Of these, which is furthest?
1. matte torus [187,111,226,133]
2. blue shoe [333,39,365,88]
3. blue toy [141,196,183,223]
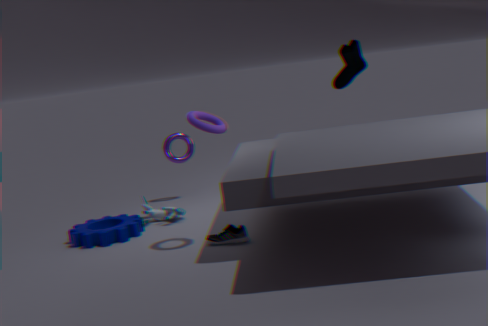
blue shoe [333,39,365,88]
